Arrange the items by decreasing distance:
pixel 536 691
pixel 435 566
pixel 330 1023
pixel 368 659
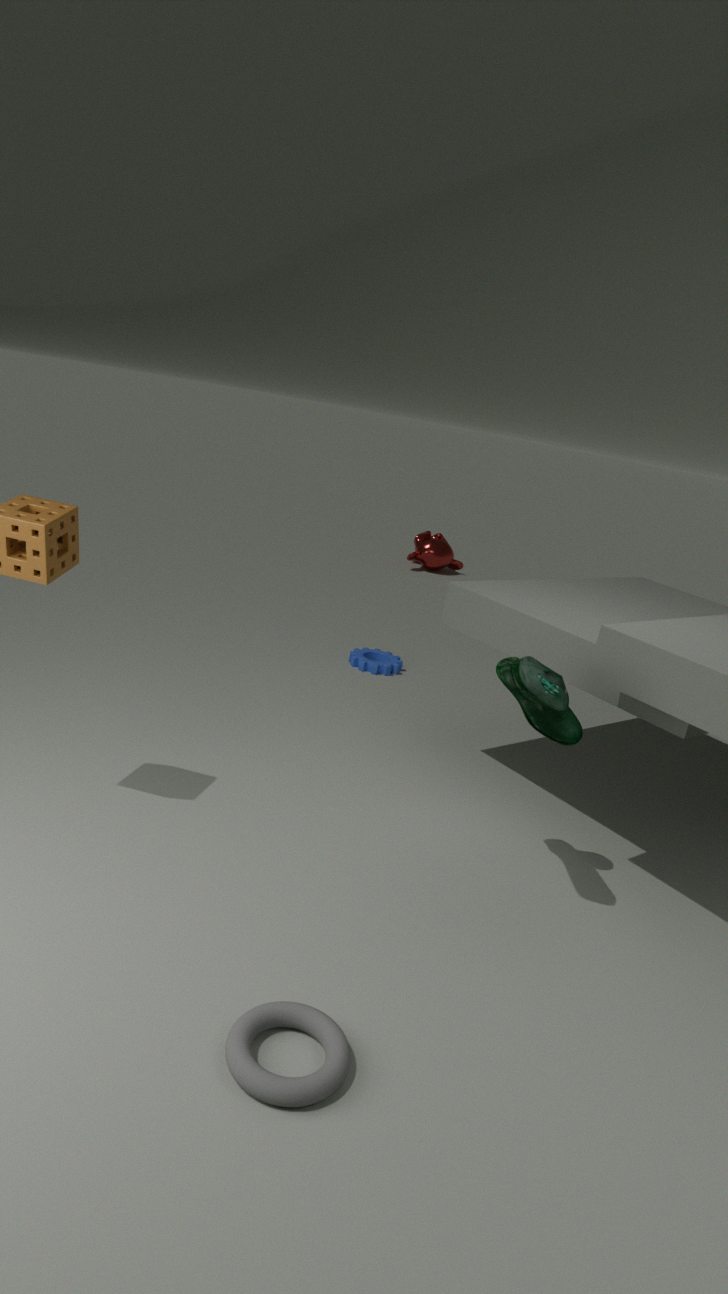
pixel 435 566 < pixel 368 659 < pixel 536 691 < pixel 330 1023
